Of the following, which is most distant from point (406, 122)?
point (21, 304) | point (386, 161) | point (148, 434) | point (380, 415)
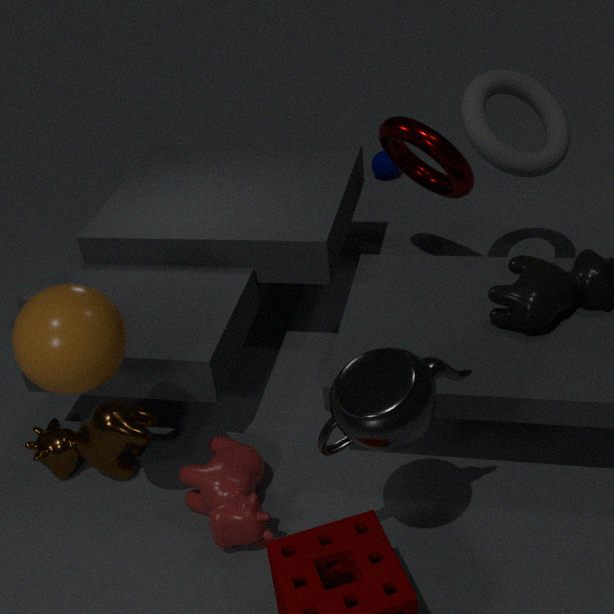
point (21, 304)
